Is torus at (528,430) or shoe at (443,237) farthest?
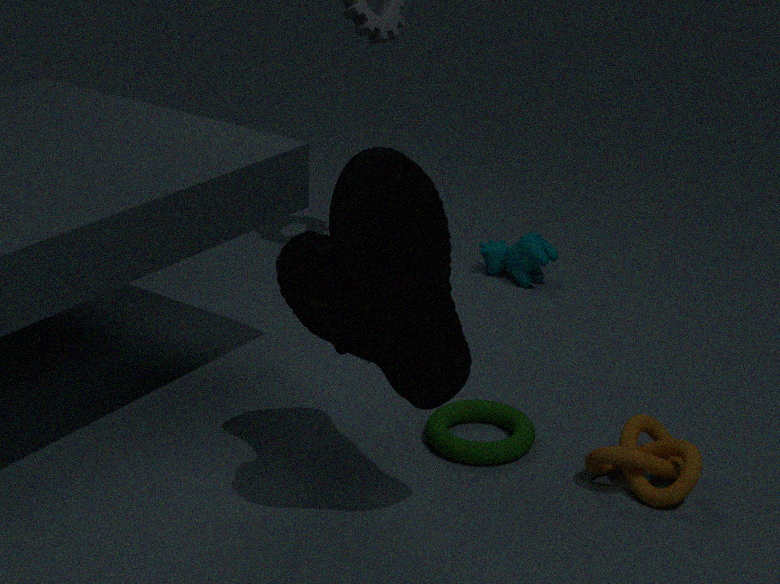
torus at (528,430)
